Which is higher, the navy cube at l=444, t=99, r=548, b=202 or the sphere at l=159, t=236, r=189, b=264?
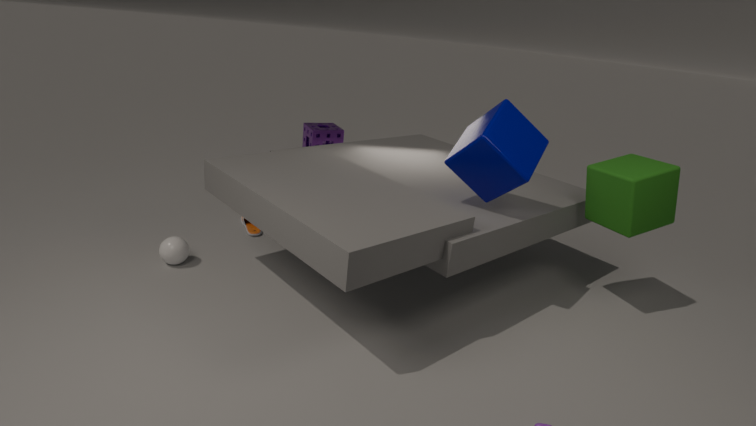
the navy cube at l=444, t=99, r=548, b=202
